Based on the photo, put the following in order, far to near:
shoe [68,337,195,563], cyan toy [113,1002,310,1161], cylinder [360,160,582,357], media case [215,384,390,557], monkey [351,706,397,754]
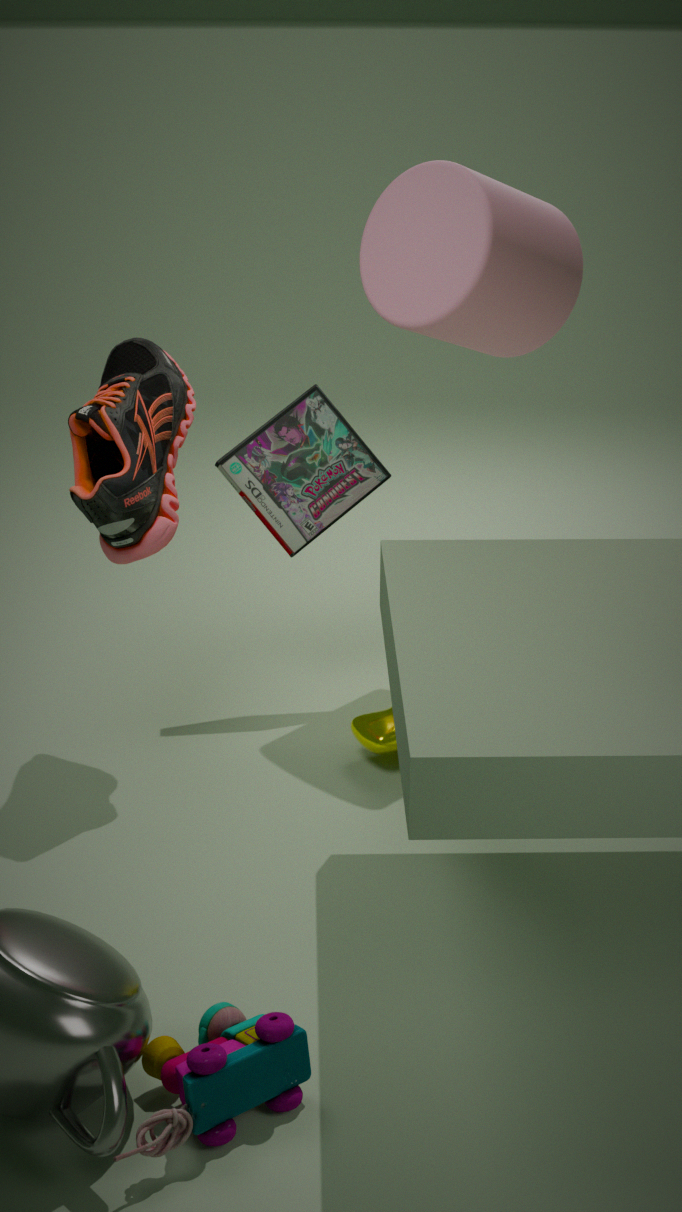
media case [215,384,390,557] < cylinder [360,160,582,357] < monkey [351,706,397,754] < shoe [68,337,195,563] < cyan toy [113,1002,310,1161]
